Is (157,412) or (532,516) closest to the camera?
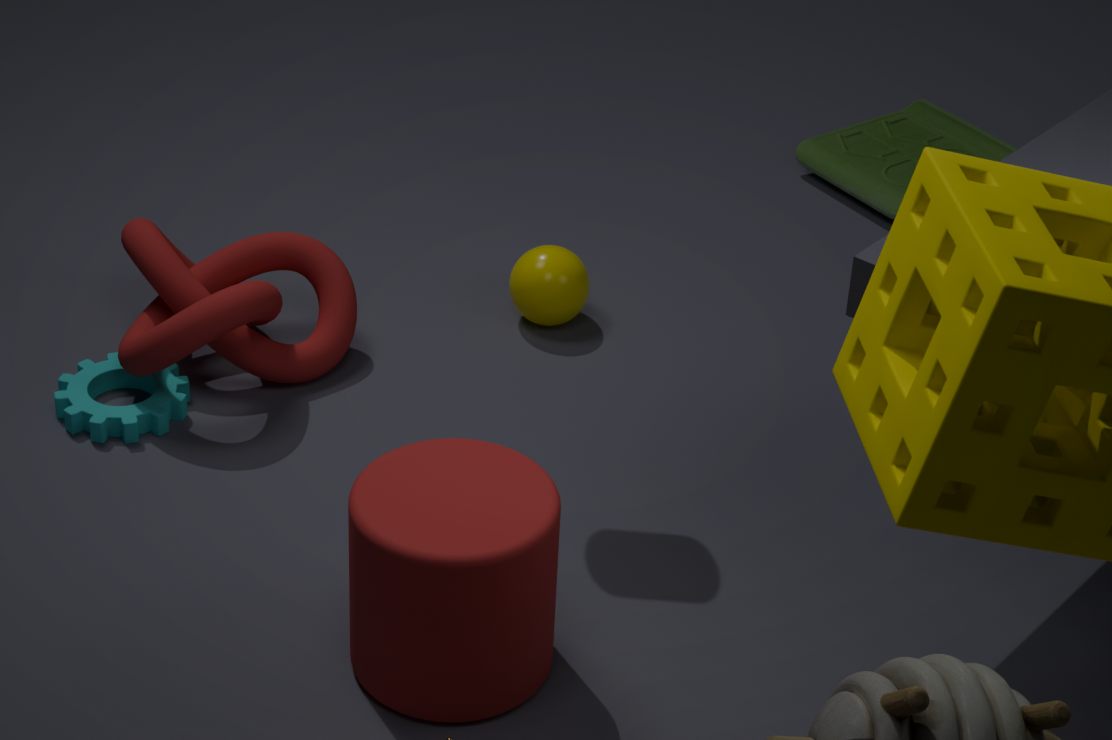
(532,516)
